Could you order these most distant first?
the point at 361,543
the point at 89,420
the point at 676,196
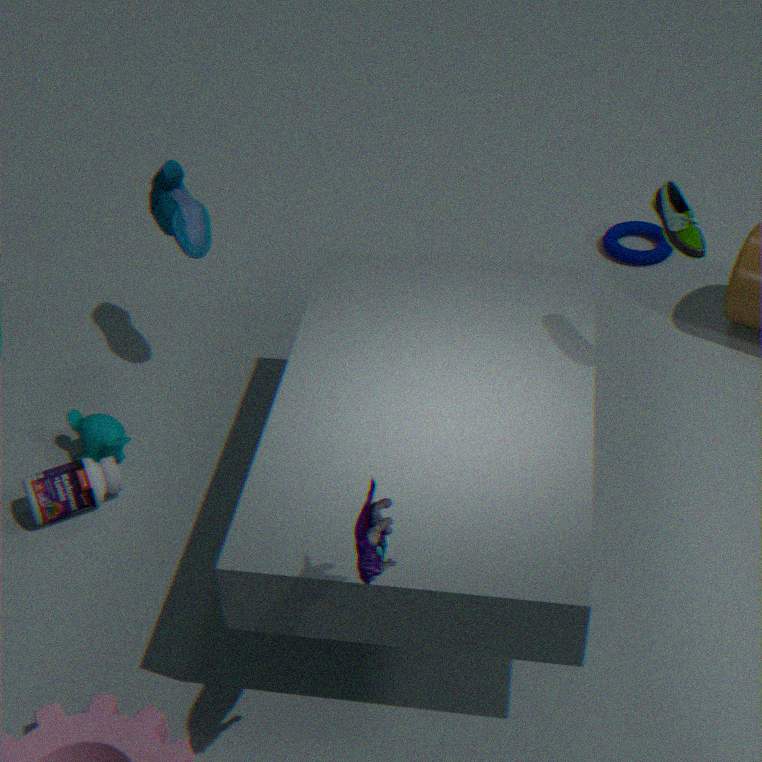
the point at 89,420, the point at 676,196, the point at 361,543
